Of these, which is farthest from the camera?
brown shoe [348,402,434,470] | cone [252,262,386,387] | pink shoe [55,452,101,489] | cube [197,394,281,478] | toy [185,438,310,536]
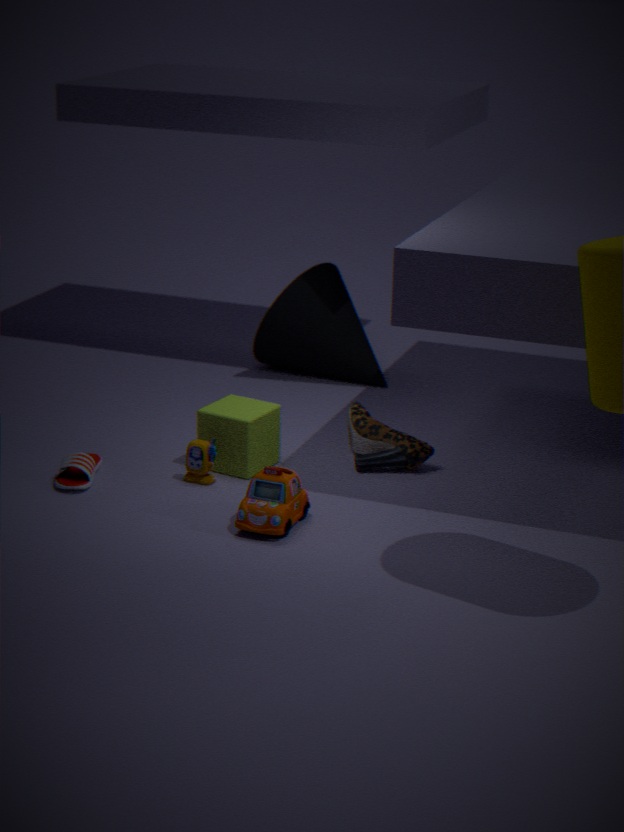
cone [252,262,386,387]
